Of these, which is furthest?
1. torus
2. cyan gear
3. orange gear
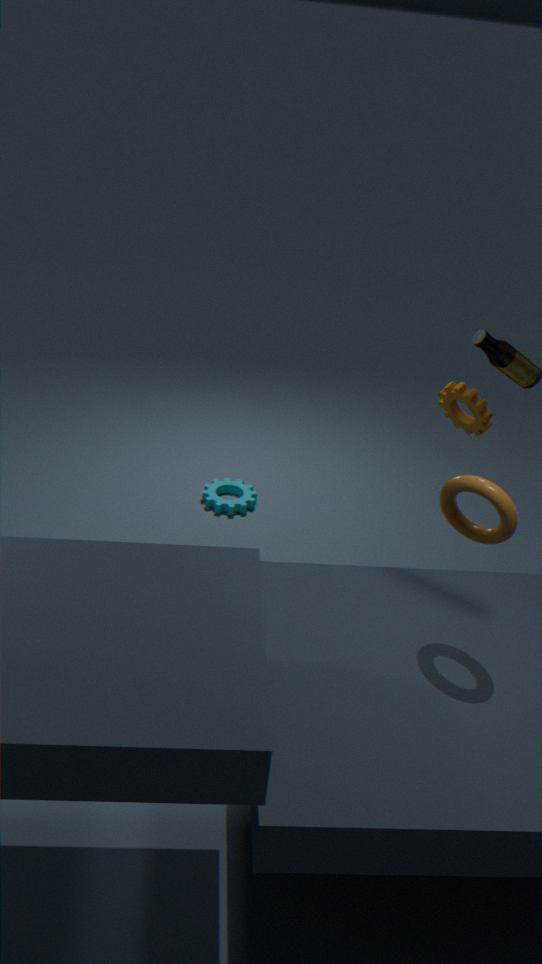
cyan gear
